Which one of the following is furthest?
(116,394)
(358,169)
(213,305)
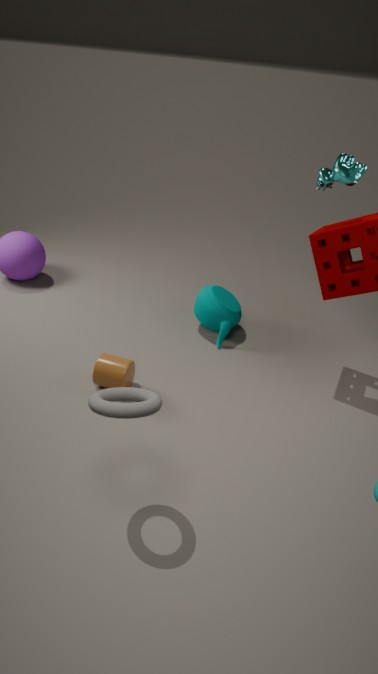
(213,305)
